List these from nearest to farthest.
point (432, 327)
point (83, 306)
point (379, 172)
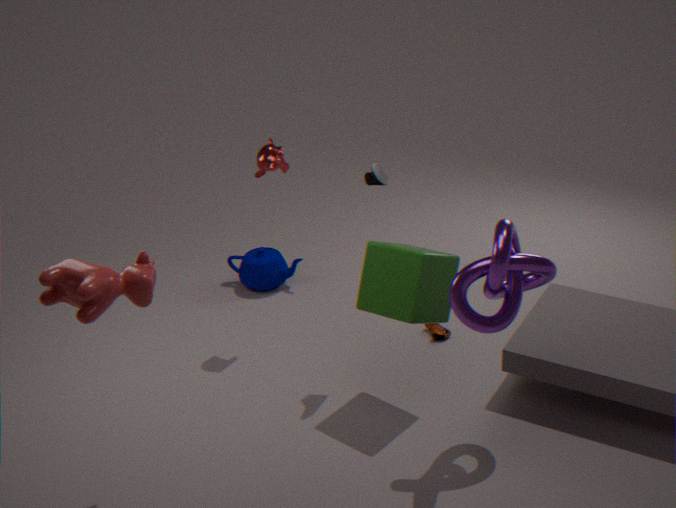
1. point (83, 306)
2. point (379, 172)
3. point (432, 327)
